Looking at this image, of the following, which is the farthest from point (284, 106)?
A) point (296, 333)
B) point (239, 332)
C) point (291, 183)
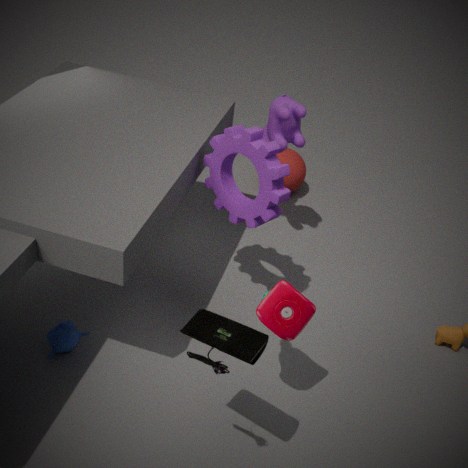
point (239, 332)
